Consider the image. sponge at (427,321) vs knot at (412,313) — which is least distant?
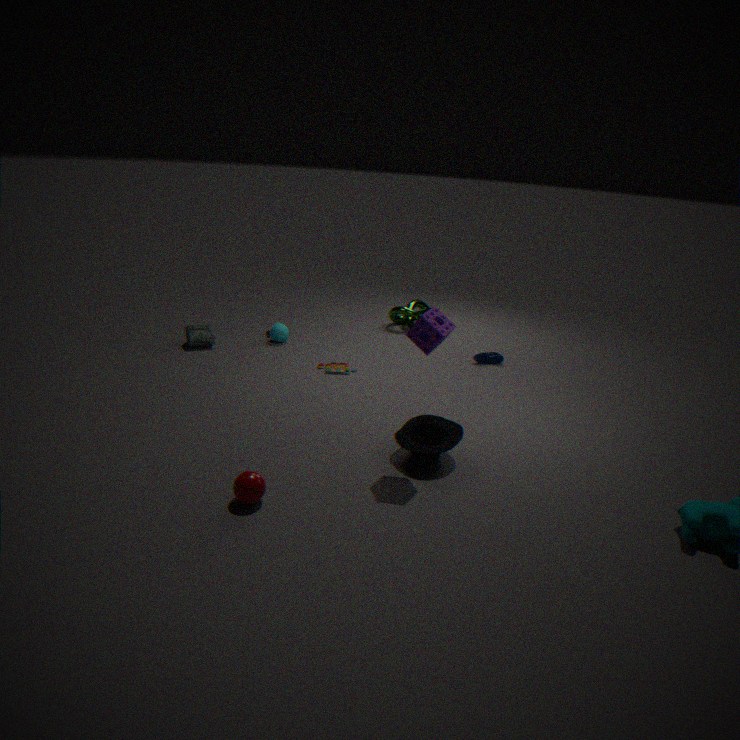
sponge at (427,321)
